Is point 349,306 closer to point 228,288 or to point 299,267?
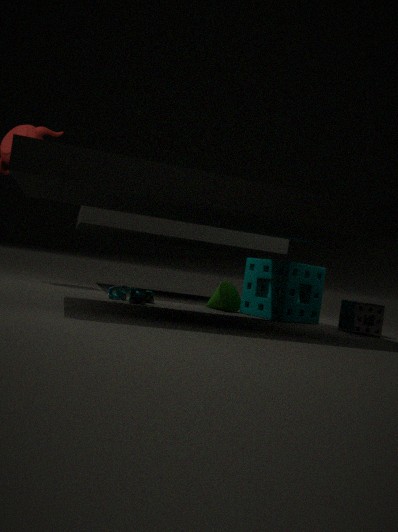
point 299,267
